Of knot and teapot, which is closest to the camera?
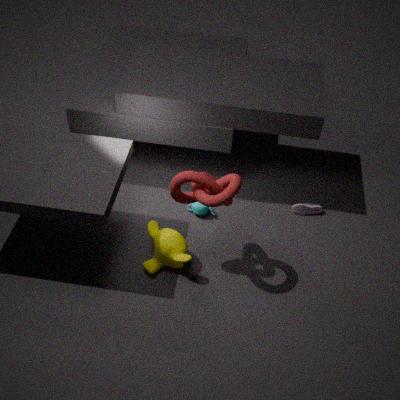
knot
